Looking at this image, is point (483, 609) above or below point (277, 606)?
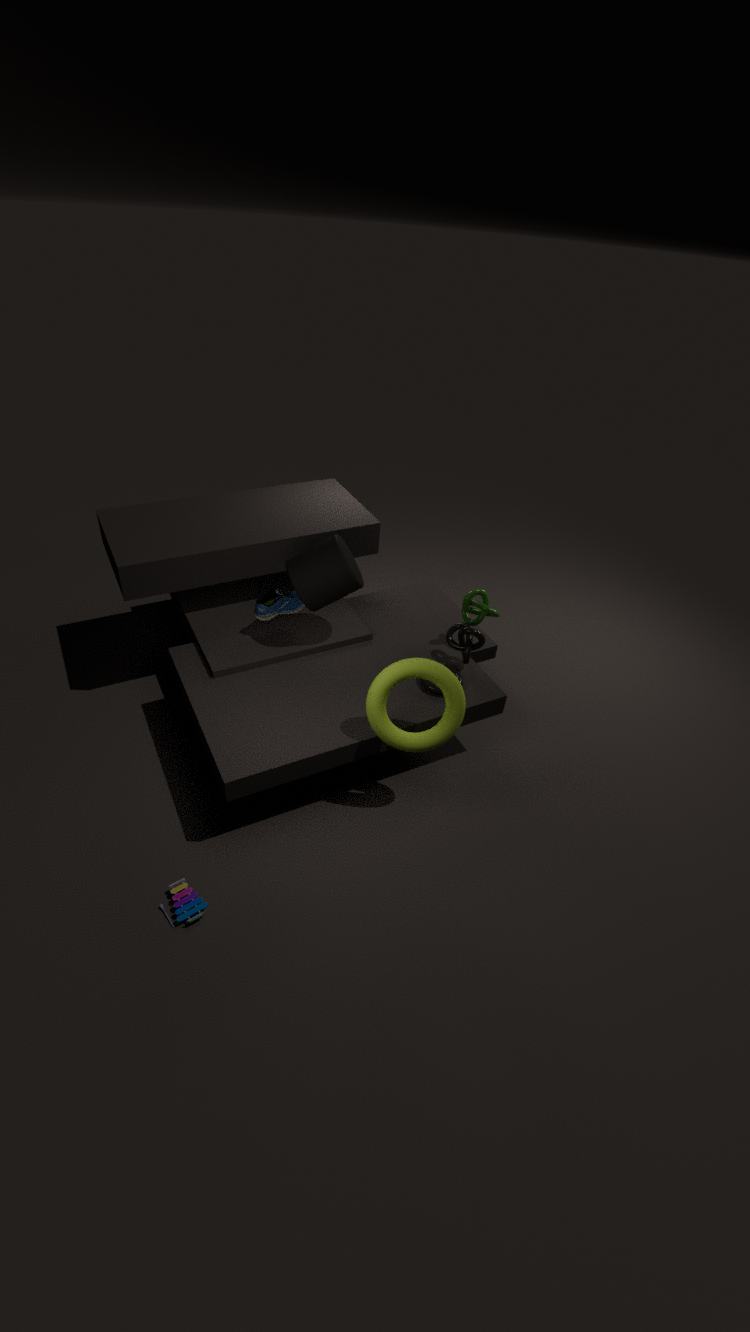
above
